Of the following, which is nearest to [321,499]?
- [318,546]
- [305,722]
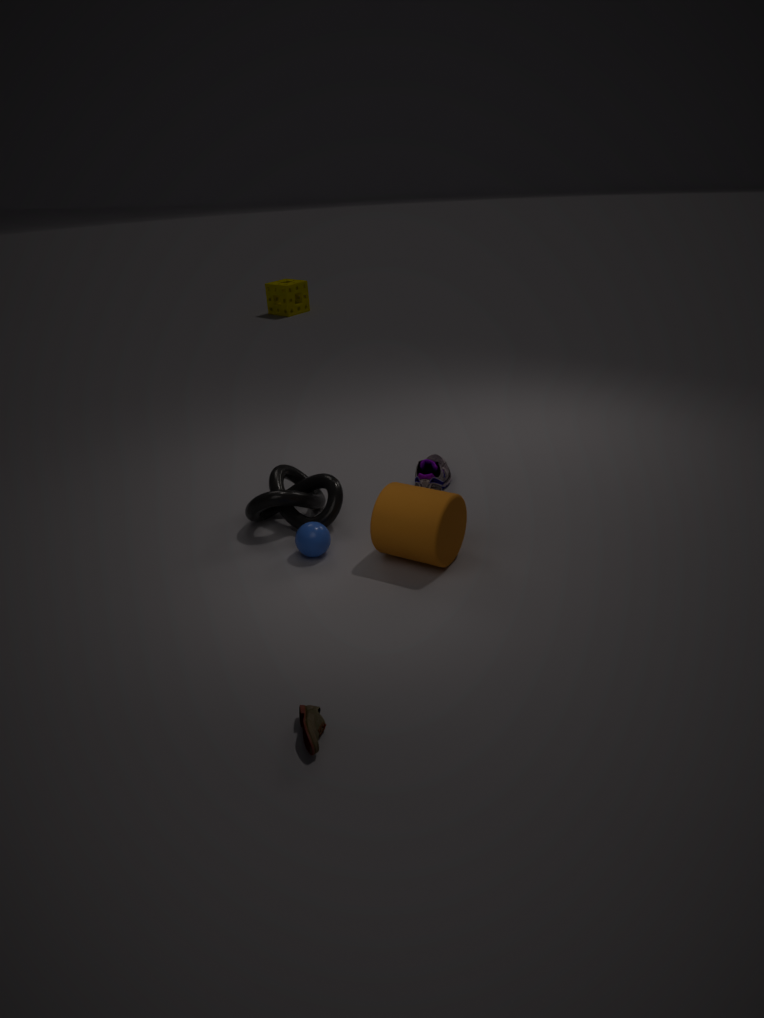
[318,546]
